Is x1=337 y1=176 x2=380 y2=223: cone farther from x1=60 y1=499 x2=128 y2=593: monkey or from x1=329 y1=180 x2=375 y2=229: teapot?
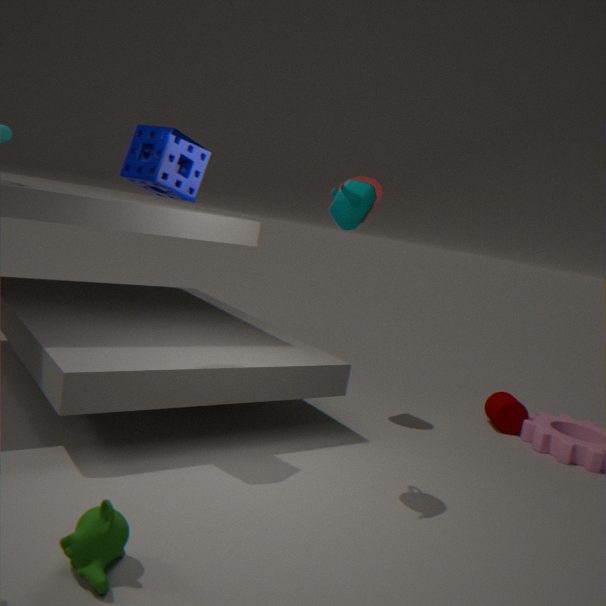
x1=60 y1=499 x2=128 y2=593: monkey
